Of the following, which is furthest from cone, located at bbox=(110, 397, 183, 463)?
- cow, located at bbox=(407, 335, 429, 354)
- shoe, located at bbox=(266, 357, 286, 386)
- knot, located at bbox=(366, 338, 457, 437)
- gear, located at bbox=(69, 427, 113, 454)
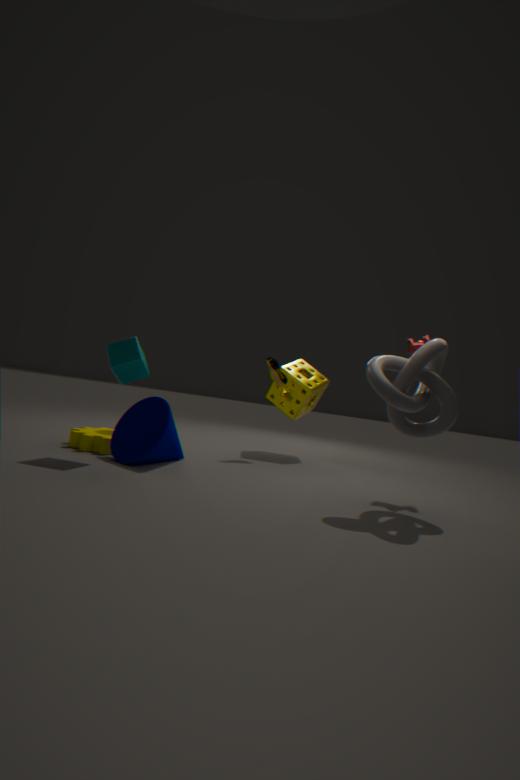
cow, located at bbox=(407, 335, 429, 354)
